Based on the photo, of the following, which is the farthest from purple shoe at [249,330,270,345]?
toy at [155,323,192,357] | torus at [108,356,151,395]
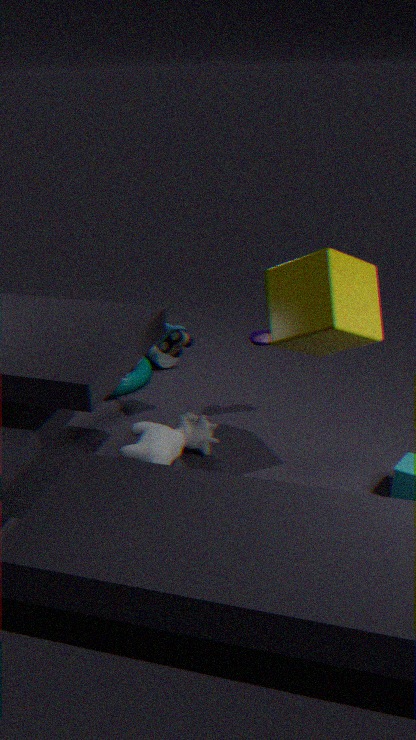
torus at [108,356,151,395]
